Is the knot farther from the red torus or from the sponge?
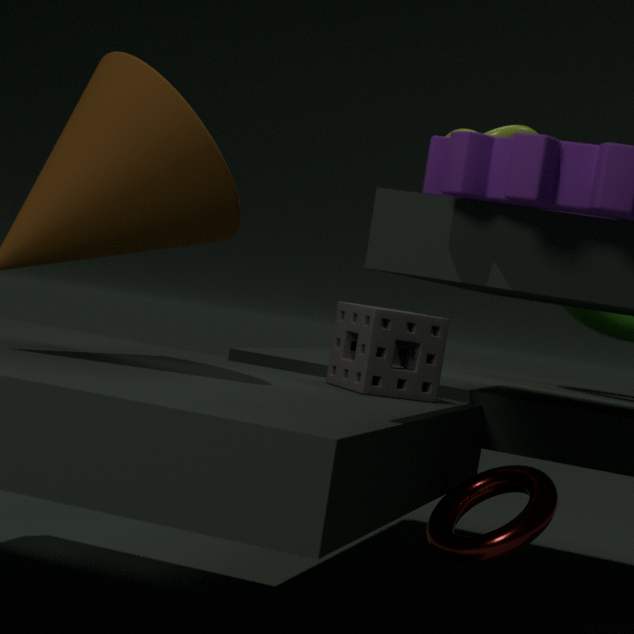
the red torus
